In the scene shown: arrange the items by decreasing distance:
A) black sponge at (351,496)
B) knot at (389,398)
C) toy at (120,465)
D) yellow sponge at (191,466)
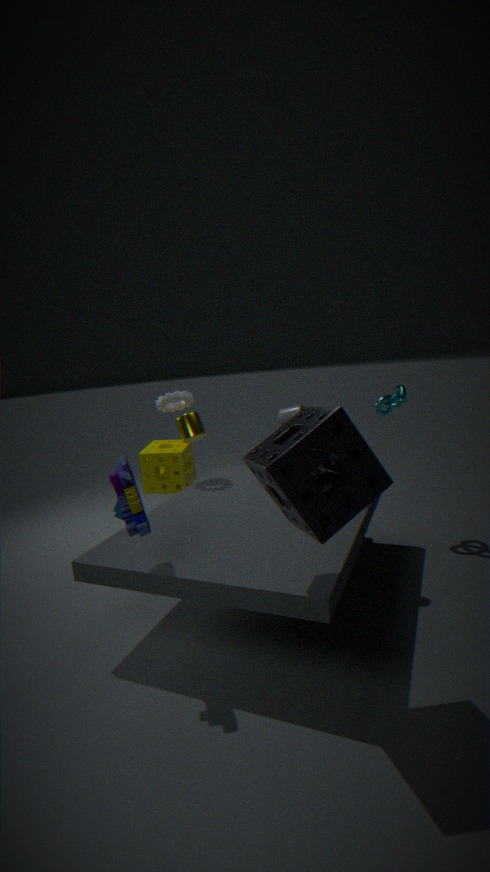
yellow sponge at (191,466)
knot at (389,398)
toy at (120,465)
black sponge at (351,496)
